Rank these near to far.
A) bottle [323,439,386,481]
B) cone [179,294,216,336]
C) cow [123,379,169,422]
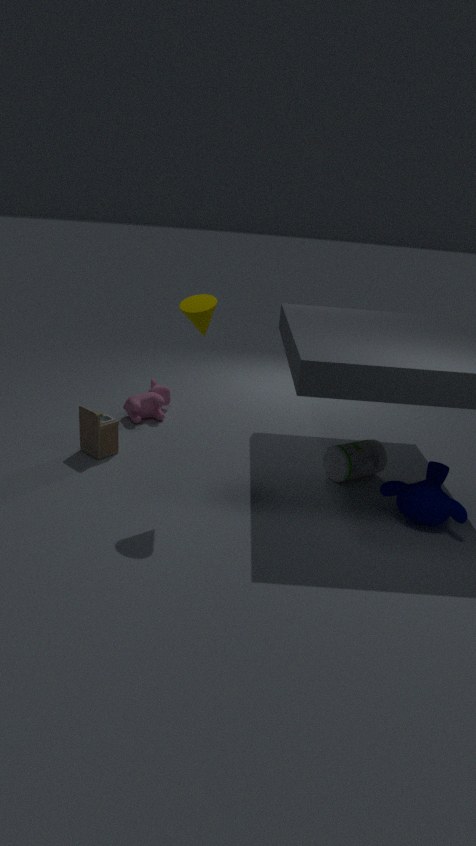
cone [179,294,216,336] < bottle [323,439,386,481] < cow [123,379,169,422]
